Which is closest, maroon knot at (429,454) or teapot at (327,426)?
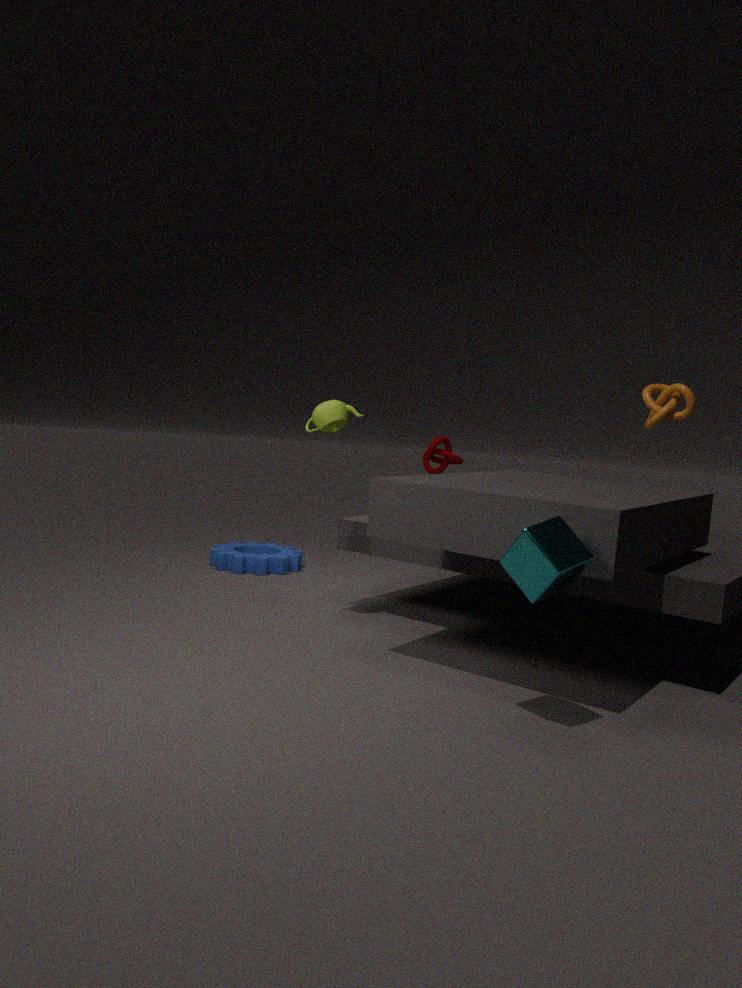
teapot at (327,426)
